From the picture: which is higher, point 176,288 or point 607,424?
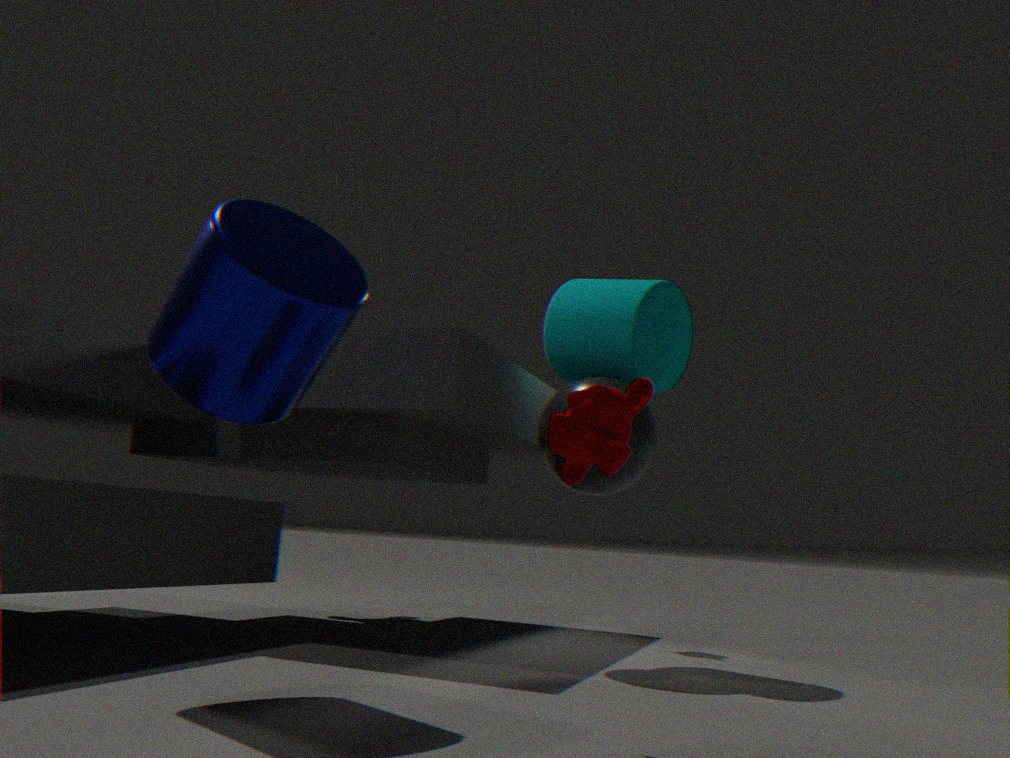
point 176,288
